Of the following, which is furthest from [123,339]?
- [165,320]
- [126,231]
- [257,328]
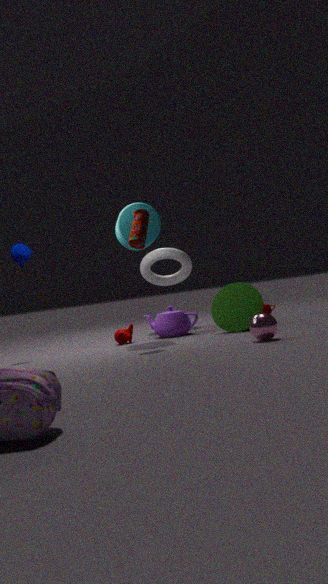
[257,328]
